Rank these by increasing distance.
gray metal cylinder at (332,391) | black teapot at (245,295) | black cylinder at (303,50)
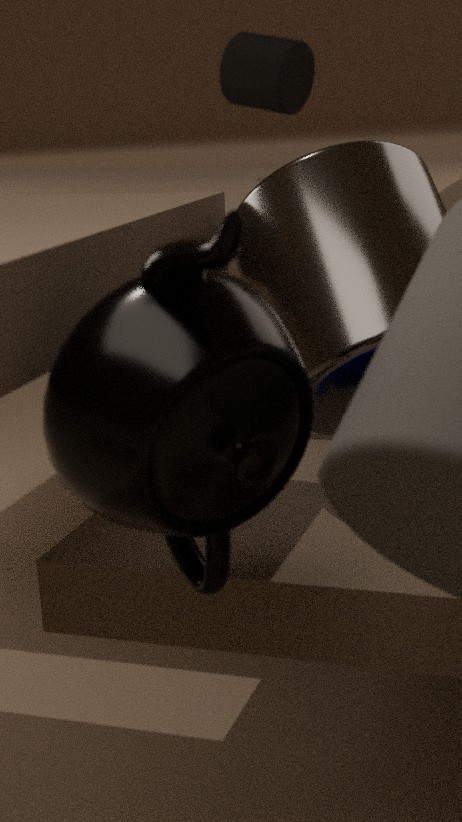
black teapot at (245,295) → gray metal cylinder at (332,391) → black cylinder at (303,50)
